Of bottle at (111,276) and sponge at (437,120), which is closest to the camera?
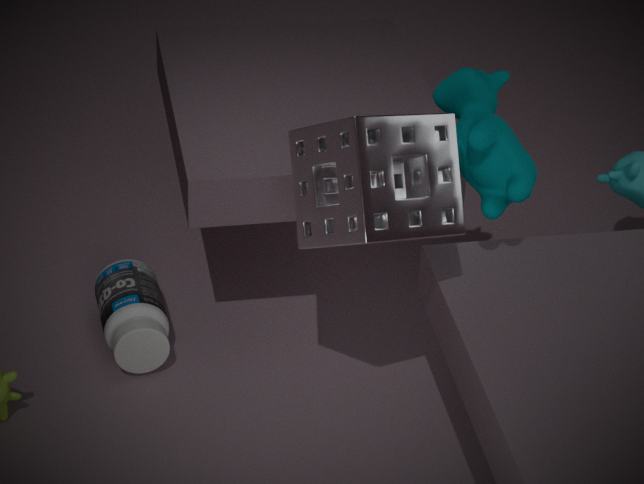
sponge at (437,120)
